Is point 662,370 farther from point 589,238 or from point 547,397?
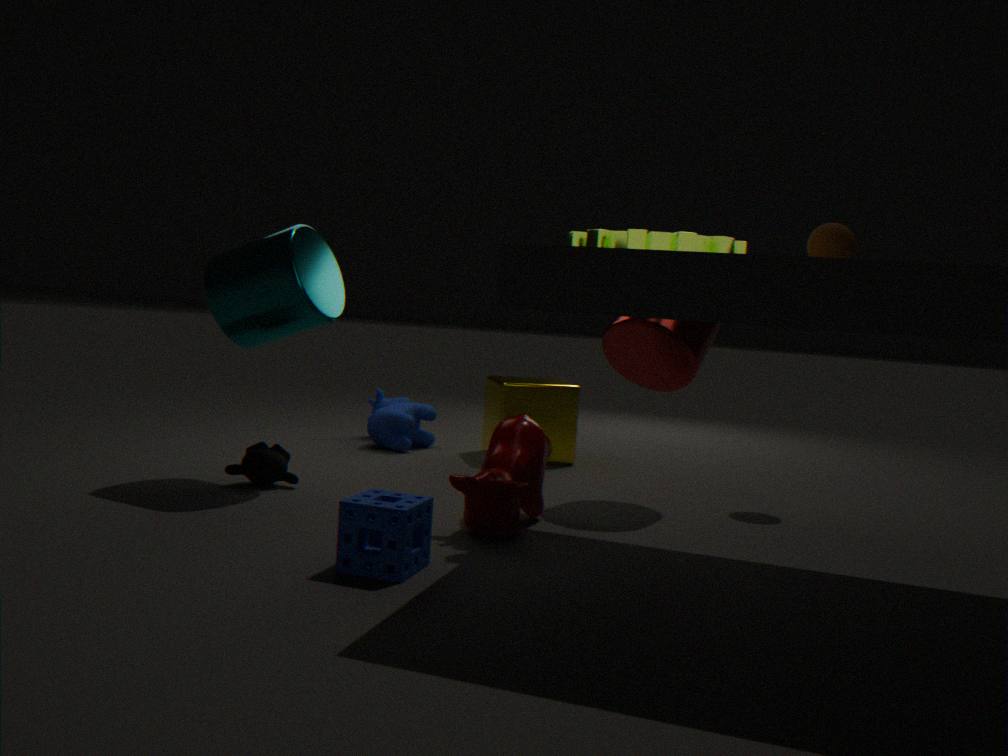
point 547,397
